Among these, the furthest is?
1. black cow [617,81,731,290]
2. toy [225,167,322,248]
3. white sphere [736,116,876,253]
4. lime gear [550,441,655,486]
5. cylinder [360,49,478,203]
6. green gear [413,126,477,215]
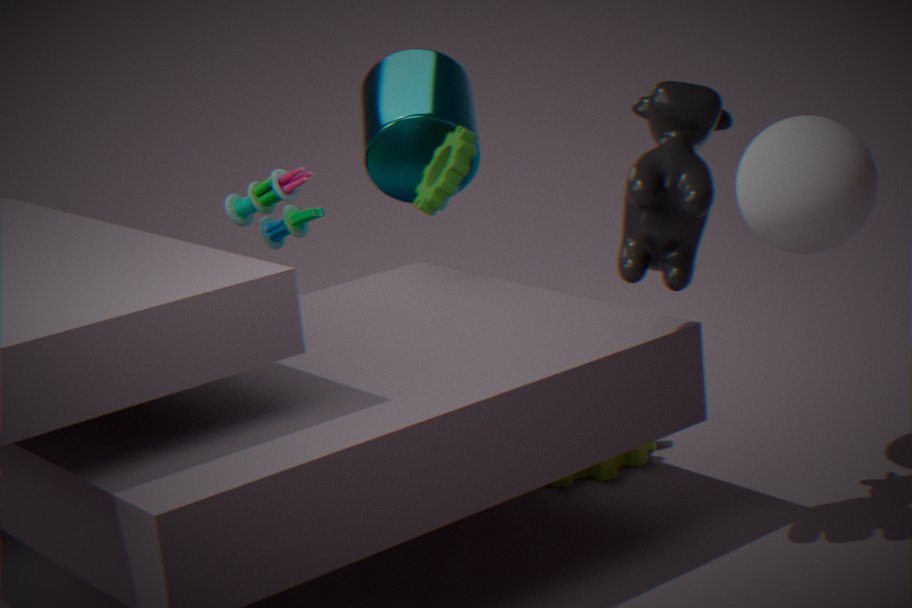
toy [225,167,322,248]
